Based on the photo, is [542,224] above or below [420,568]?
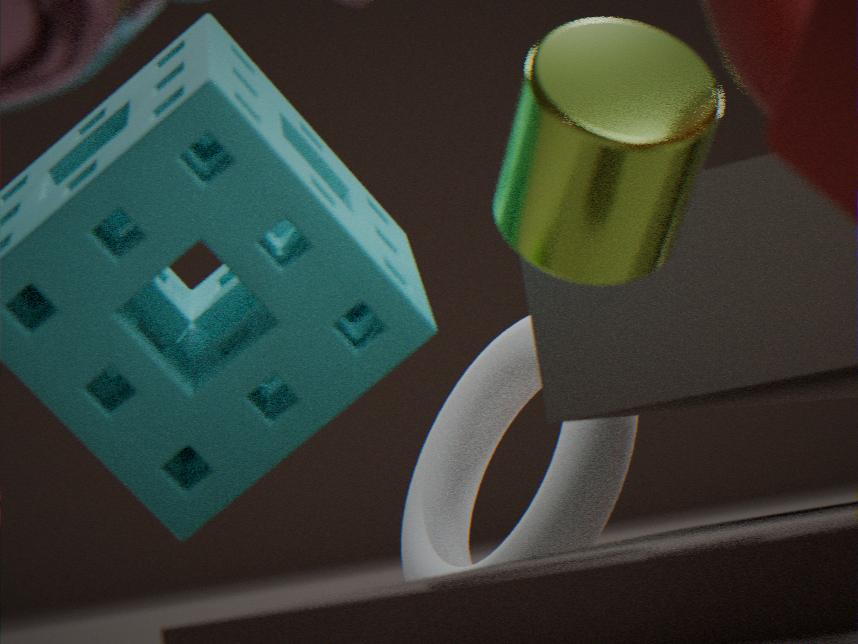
above
